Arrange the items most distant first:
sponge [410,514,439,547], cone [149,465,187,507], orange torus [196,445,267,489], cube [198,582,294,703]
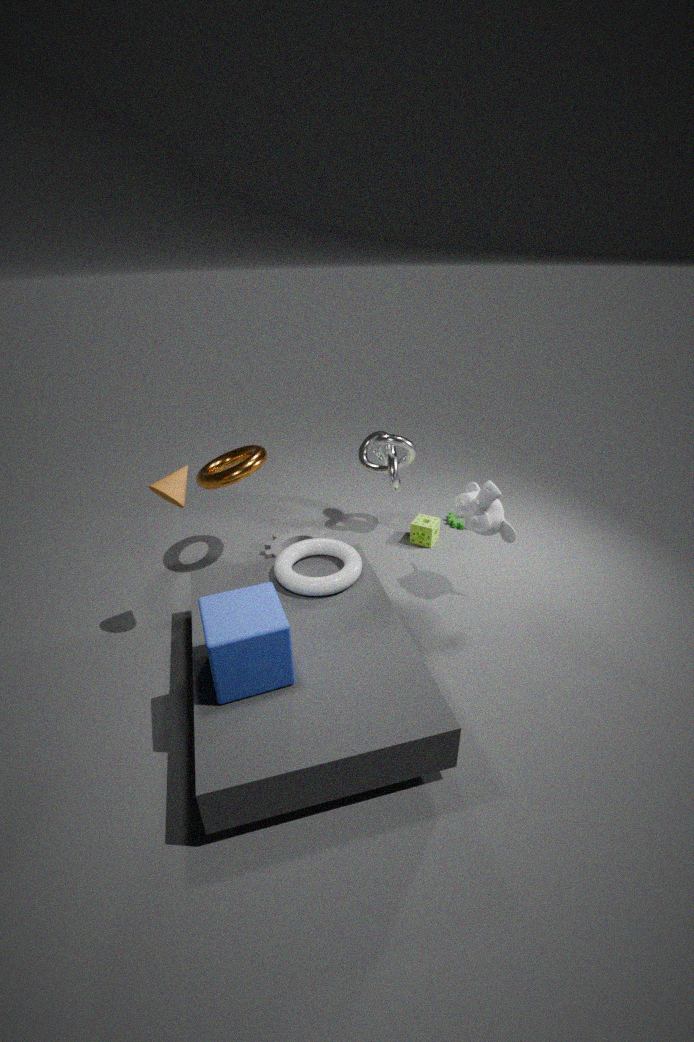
sponge [410,514,439,547] < orange torus [196,445,267,489] < cone [149,465,187,507] < cube [198,582,294,703]
